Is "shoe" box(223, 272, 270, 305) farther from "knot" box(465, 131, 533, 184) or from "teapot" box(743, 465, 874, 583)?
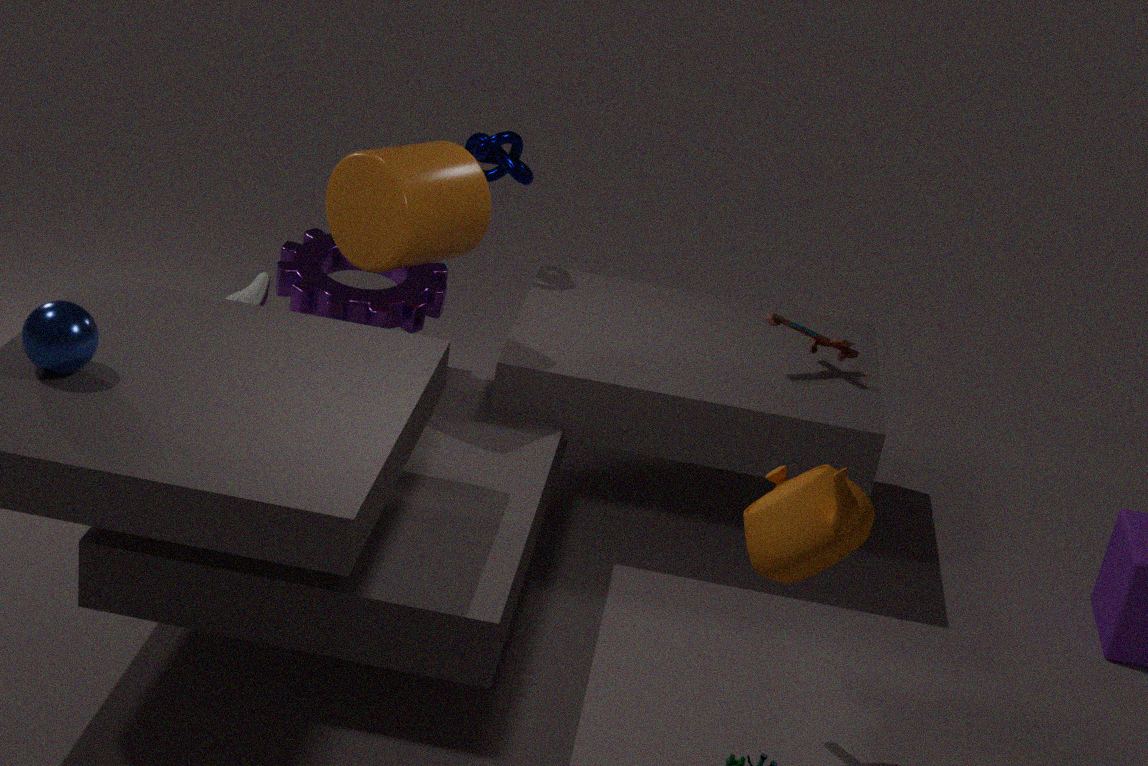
"teapot" box(743, 465, 874, 583)
